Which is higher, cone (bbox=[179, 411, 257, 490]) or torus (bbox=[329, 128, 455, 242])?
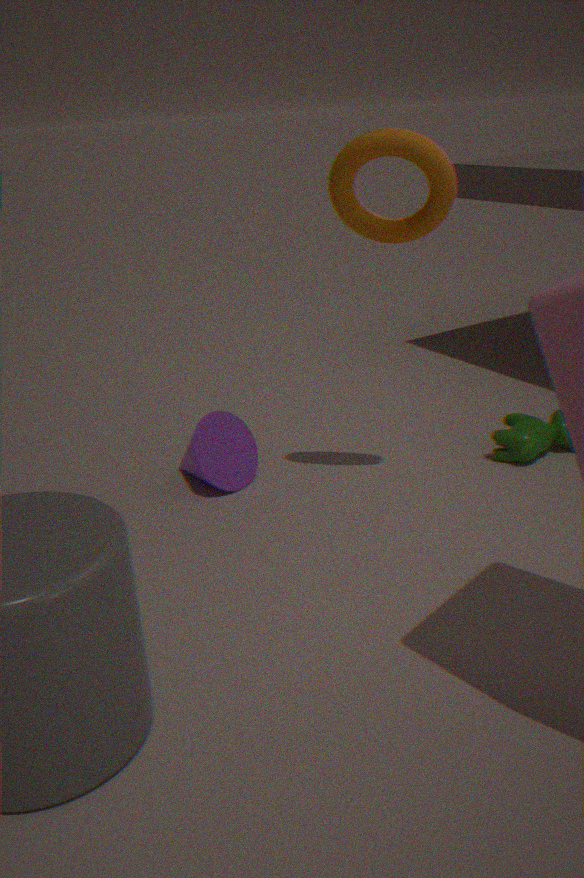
torus (bbox=[329, 128, 455, 242])
